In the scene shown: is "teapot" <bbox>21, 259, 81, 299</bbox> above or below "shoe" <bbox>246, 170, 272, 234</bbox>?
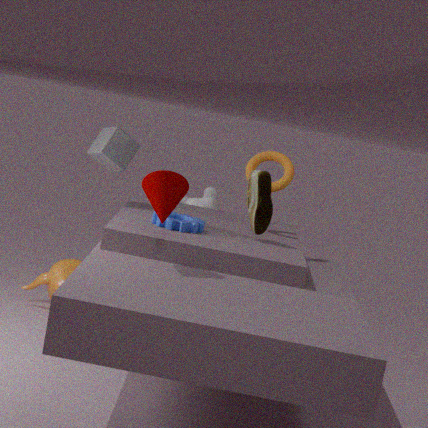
below
